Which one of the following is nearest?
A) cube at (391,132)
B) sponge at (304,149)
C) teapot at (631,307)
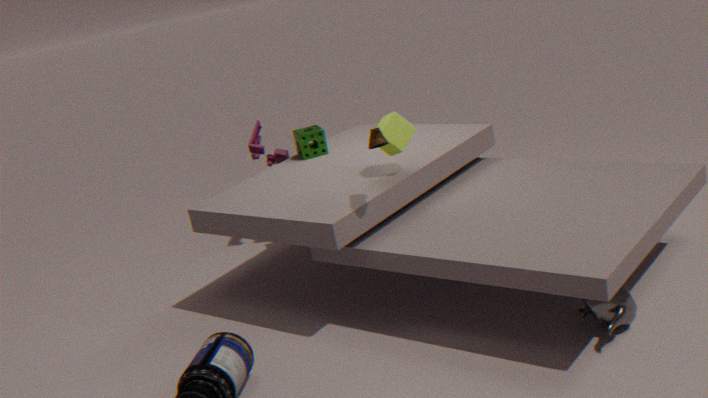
teapot at (631,307)
